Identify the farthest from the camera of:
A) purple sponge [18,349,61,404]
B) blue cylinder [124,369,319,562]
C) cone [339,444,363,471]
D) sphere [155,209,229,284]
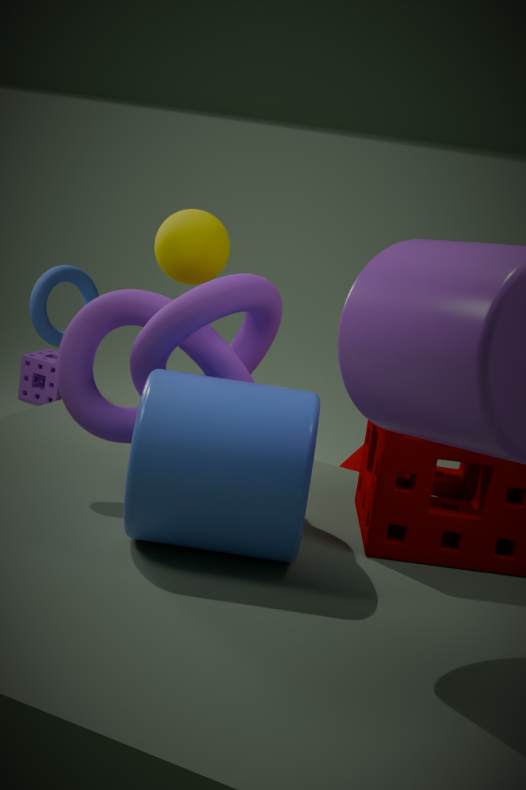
purple sponge [18,349,61,404]
